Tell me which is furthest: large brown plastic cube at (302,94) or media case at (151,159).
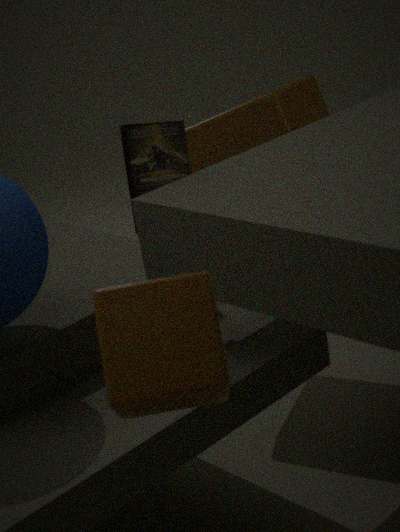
large brown plastic cube at (302,94)
